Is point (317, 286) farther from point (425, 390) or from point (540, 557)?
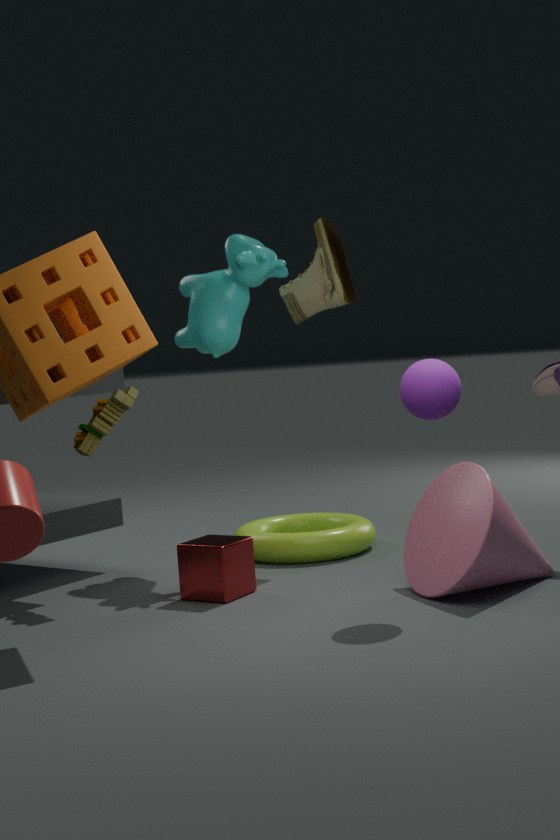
point (540, 557)
